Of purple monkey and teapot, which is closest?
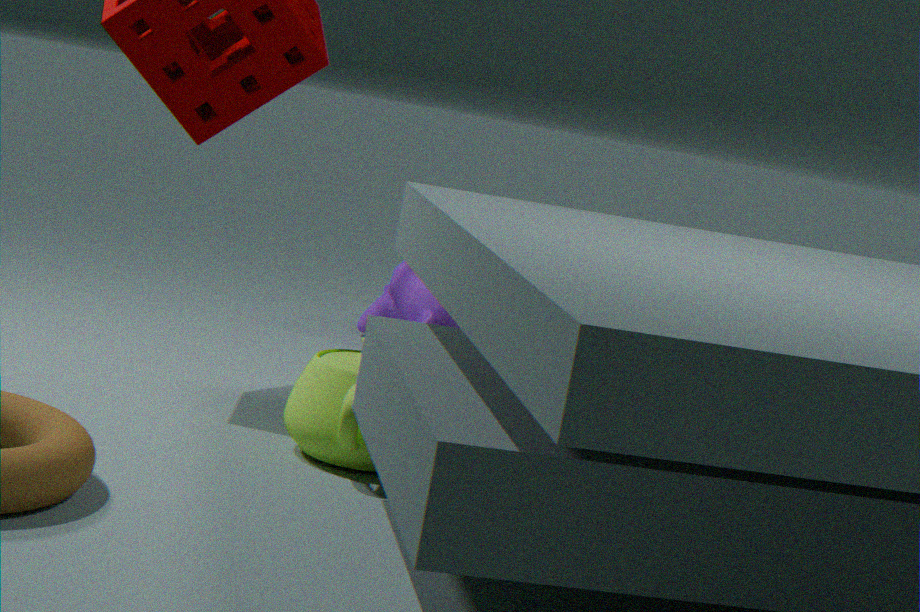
teapot
